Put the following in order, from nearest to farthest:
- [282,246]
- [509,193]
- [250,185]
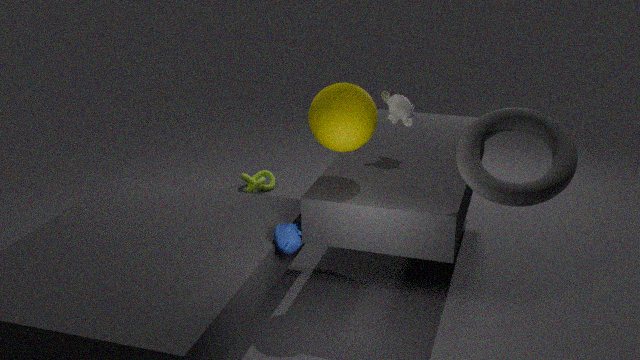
[509,193], [282,246], [250,185]
